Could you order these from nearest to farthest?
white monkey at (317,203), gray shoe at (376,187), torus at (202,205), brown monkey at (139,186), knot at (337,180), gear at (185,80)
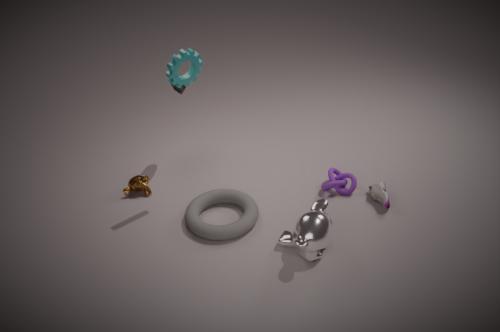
1. white monkey at (317,203)
2. gear at (185,80)
3. torus at (202,205)
4. gray shoe at (376,187)
5. knot at (337,180)
6. brown monkey at (139,186)
